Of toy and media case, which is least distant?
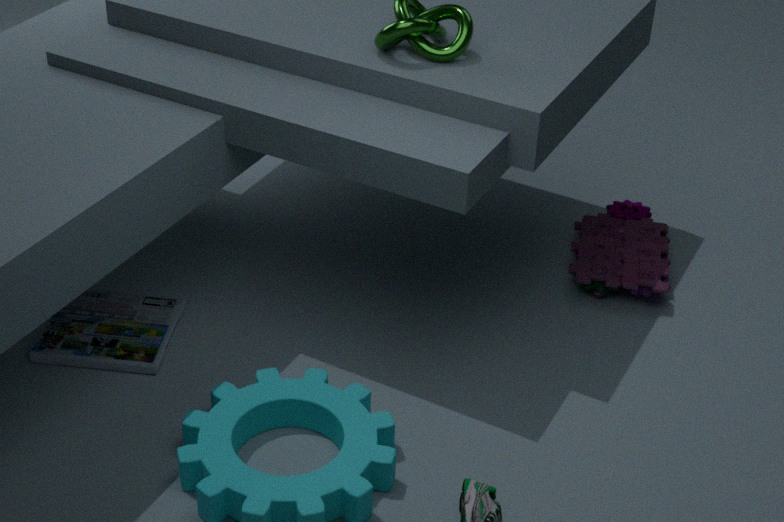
media case
